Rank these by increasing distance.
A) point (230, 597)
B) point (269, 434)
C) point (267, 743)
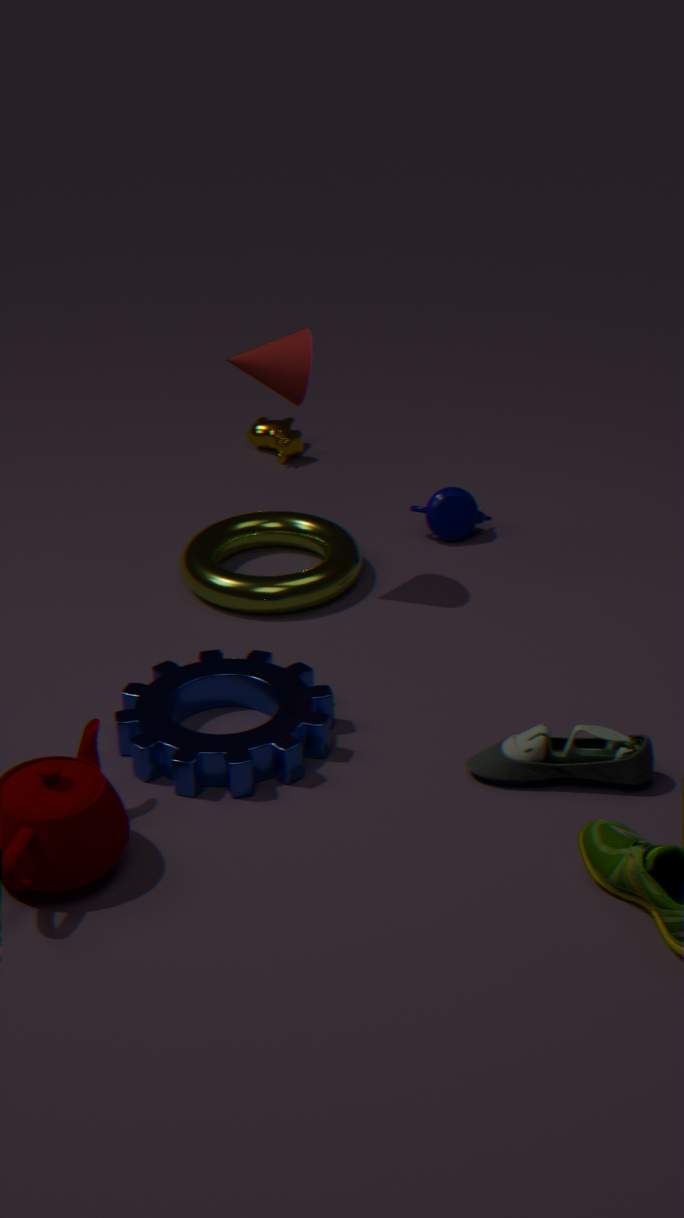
point (267, 743) < point (230, 597) < point (269, 434)
